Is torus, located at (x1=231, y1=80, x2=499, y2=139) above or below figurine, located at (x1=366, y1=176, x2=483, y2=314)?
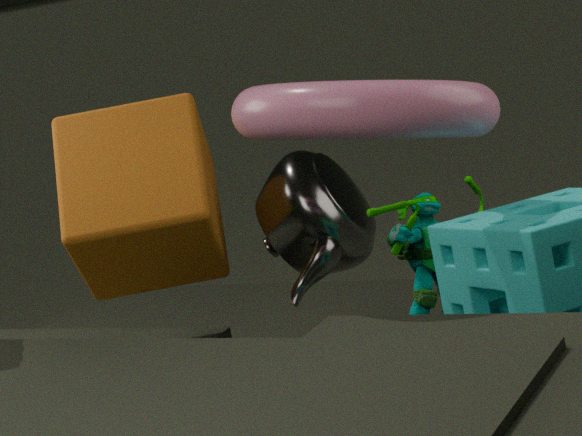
above
